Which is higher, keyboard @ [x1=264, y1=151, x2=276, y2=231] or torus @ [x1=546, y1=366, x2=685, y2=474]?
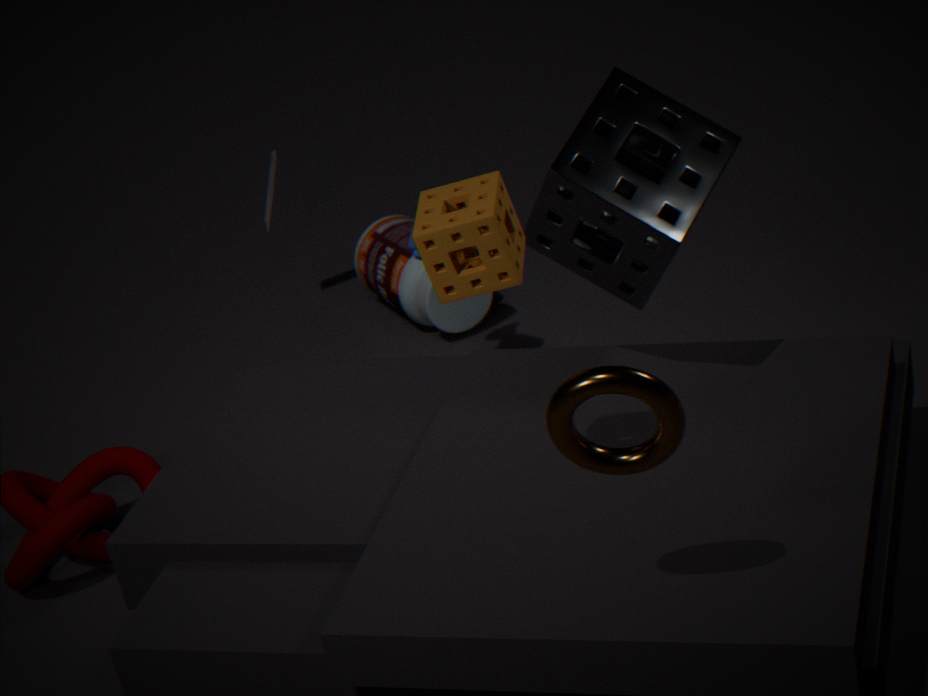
torus @ [x1=546, y1=366, x2=685, y2=474]
